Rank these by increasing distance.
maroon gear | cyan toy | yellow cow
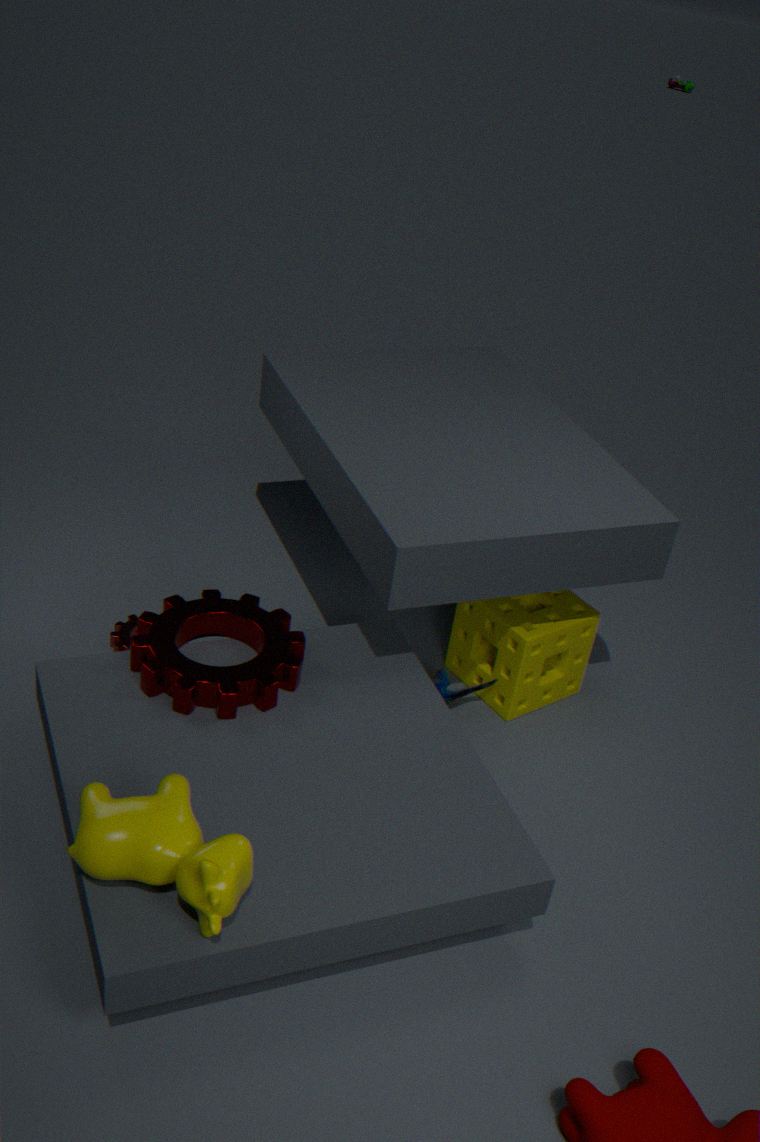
yellow cow → maroon gear → cyan toy
